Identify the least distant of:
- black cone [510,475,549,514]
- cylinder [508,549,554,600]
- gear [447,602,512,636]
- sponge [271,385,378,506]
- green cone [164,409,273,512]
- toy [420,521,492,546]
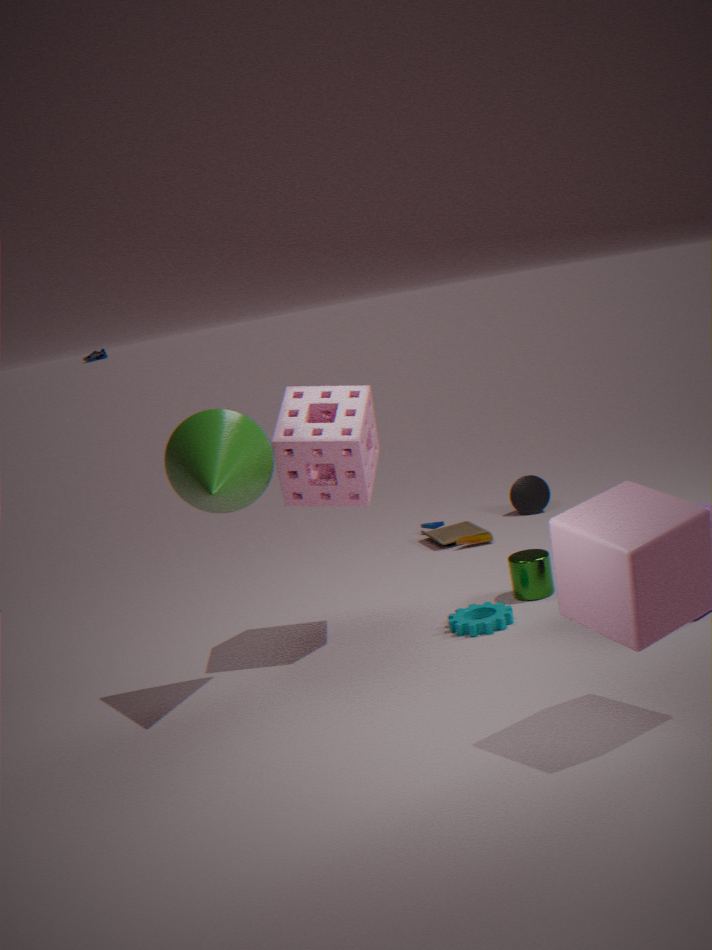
green cone [164,409,273,512]
